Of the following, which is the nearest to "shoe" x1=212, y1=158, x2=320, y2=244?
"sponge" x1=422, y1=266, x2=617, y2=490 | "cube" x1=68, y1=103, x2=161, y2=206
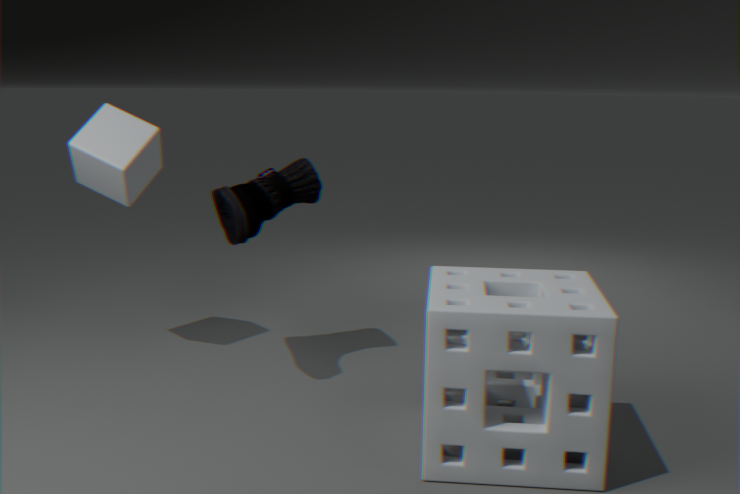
"cube" x1=68, y1=103, x2=161, y2=206
